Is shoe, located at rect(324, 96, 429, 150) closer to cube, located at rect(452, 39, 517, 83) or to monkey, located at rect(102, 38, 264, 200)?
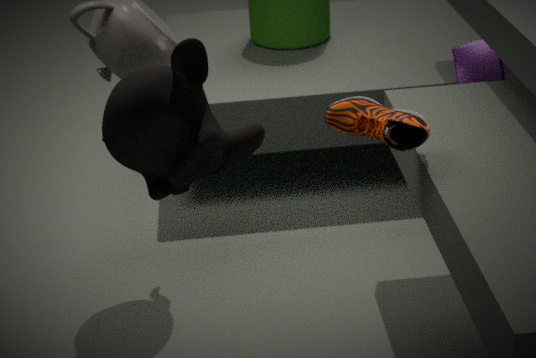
monkey, located at rect(102, 38, 264, 200)
